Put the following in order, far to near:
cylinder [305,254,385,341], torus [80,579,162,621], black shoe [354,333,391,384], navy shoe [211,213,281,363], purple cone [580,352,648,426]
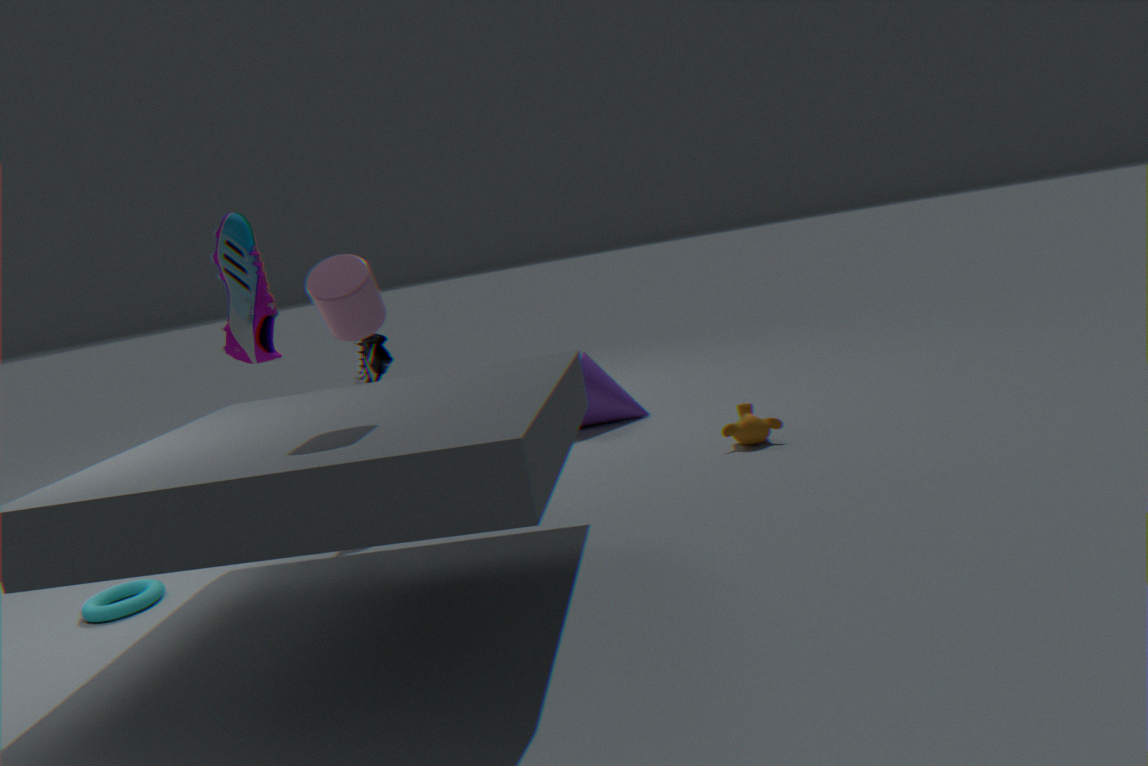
purple cone [580,352,648,426], black shoe [354,333,391,384], torus [80,579,162,621], cylinder [305,254,385,341], navy shoe [211,213,281,363]
